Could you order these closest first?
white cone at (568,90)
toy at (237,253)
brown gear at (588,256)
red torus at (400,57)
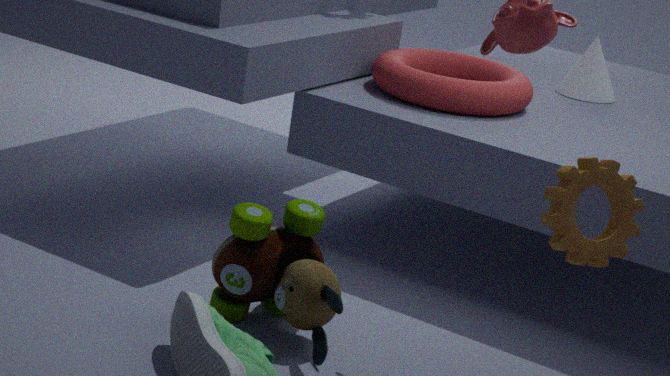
1. brown gear at (588,256)
2. toy at (237,253)
3. red torus at (400,57)
4. white cone at (568,90)
